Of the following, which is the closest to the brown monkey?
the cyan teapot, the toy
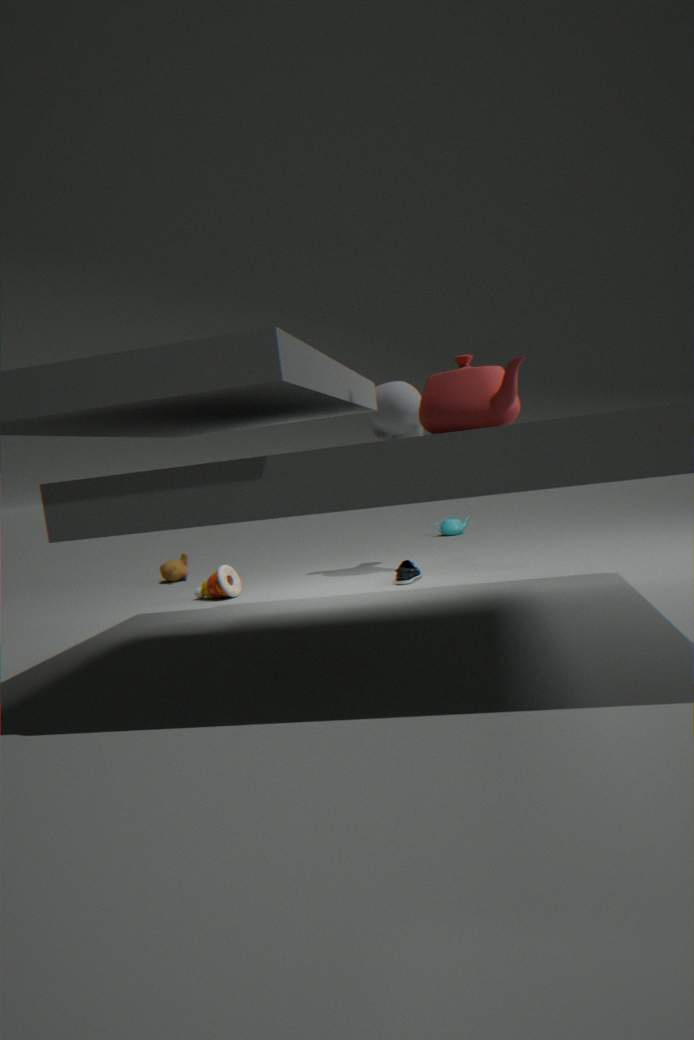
the toy
